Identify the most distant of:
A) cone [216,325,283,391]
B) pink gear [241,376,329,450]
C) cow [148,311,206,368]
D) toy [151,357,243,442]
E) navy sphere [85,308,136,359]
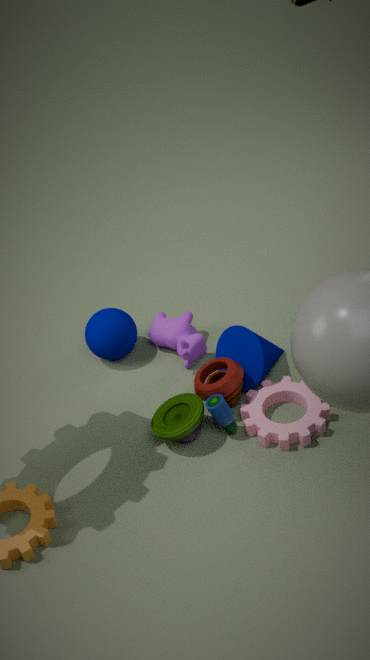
navy sphere [85,308,136,359]
